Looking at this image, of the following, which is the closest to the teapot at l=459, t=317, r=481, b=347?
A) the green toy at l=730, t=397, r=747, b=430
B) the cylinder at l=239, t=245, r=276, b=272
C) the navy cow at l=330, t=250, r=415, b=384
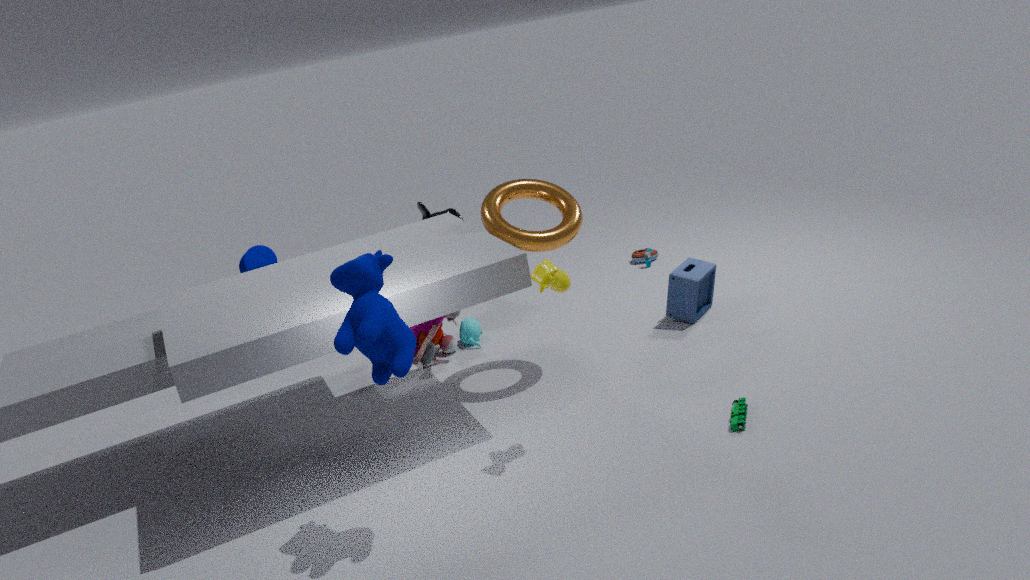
the cylinder at l=239, t=245, r=276, b=272
